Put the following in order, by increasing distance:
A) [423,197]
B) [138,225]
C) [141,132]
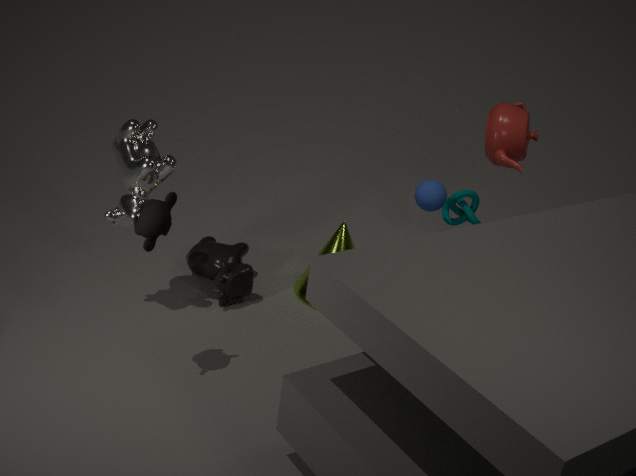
1. [138,225]
2. [141,132]
3. [423,197]
